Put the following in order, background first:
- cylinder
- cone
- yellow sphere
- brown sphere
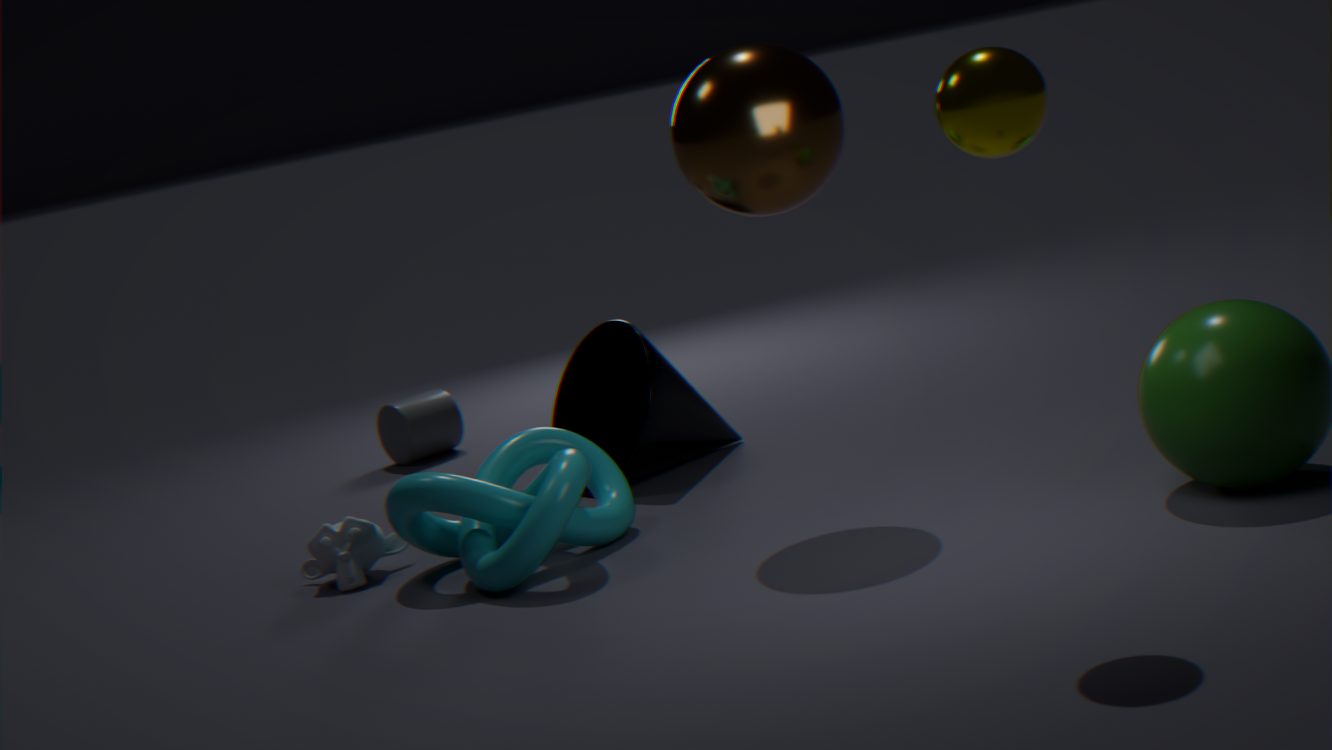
cylinder < cone < brown sphere < yellow sphere
